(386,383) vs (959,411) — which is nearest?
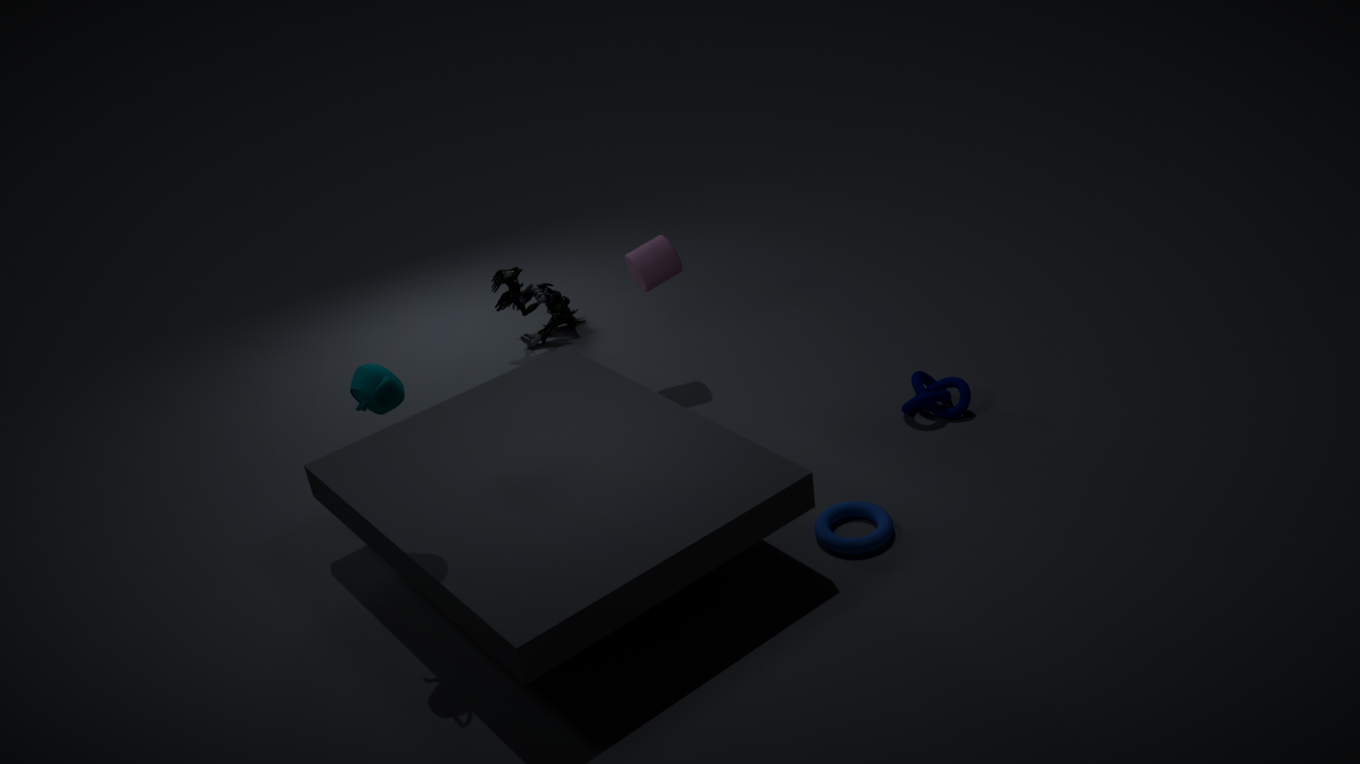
(386,383)
